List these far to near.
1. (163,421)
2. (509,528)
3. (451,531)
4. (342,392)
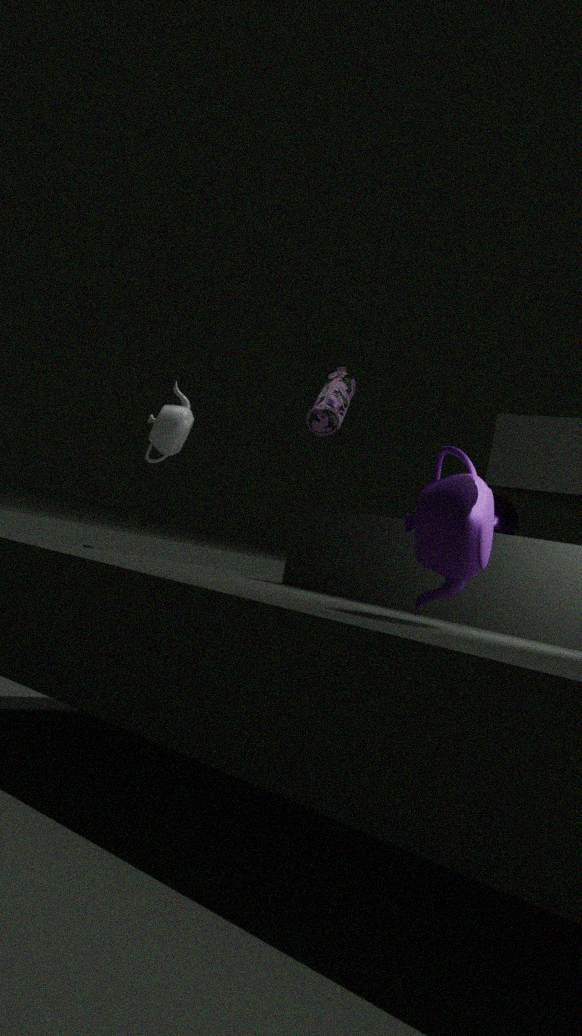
1. (163,421)
2. (342,392)
3. (509,528)
4. (451,531)
